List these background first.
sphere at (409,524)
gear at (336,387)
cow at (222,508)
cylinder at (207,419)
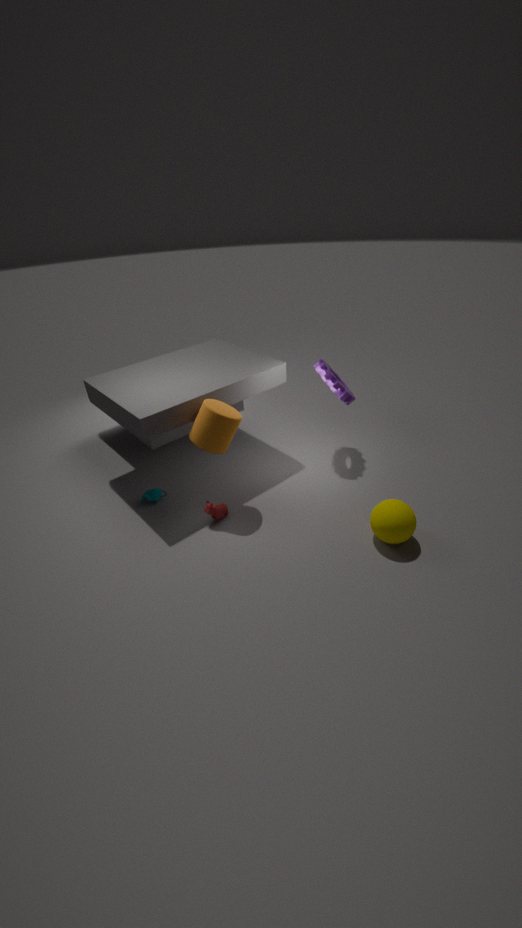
gear at (336,387), cow at (222,508), cylinder at (207,419), sphere at (409,524)
